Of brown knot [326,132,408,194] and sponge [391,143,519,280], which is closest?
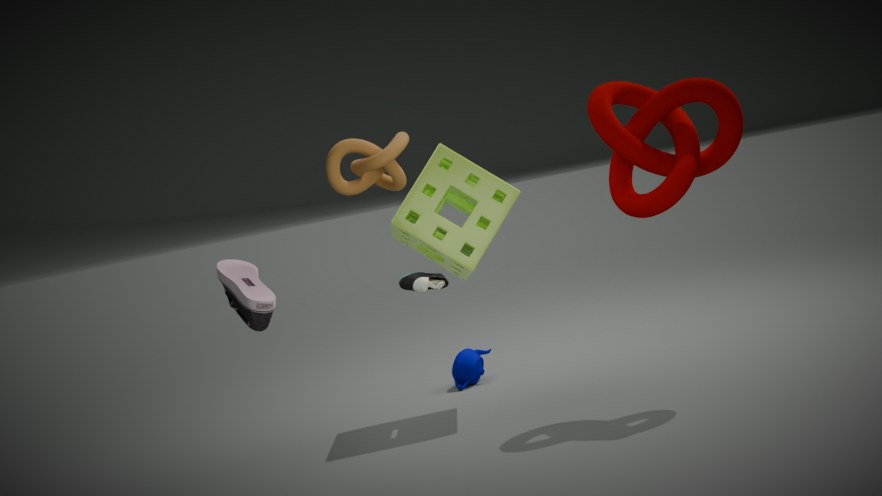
brown knot [326,132,408,194]
